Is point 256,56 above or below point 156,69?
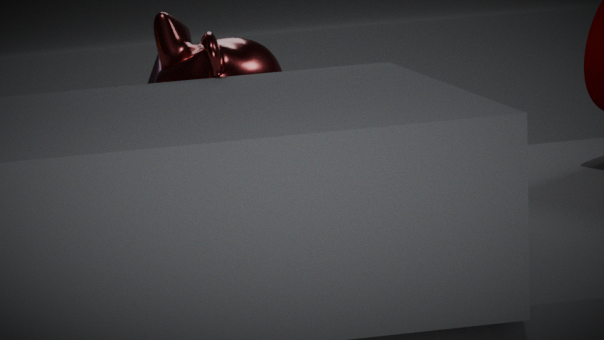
above
